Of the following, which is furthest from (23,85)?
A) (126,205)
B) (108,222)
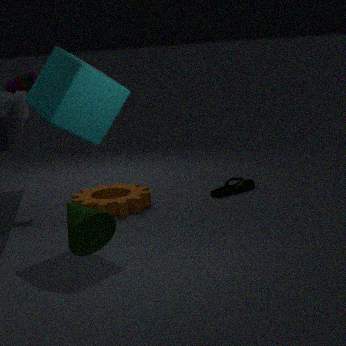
(108,222)
